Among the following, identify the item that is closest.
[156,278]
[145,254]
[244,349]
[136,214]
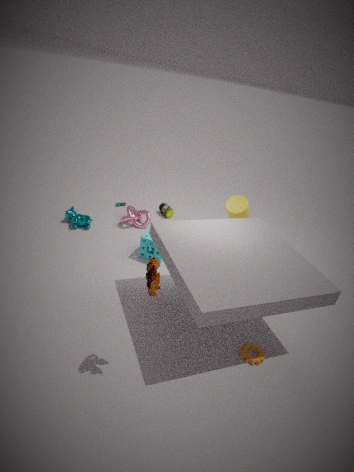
[156,278]
